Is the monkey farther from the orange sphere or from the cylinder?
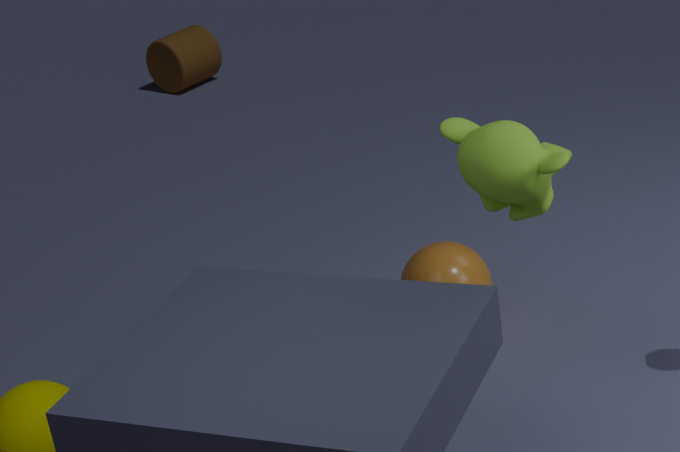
the cylinder
